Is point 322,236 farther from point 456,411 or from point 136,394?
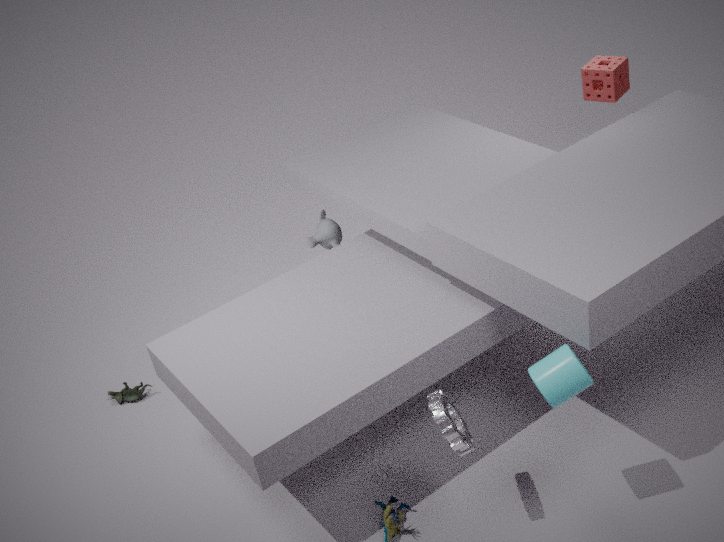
point 456,411
